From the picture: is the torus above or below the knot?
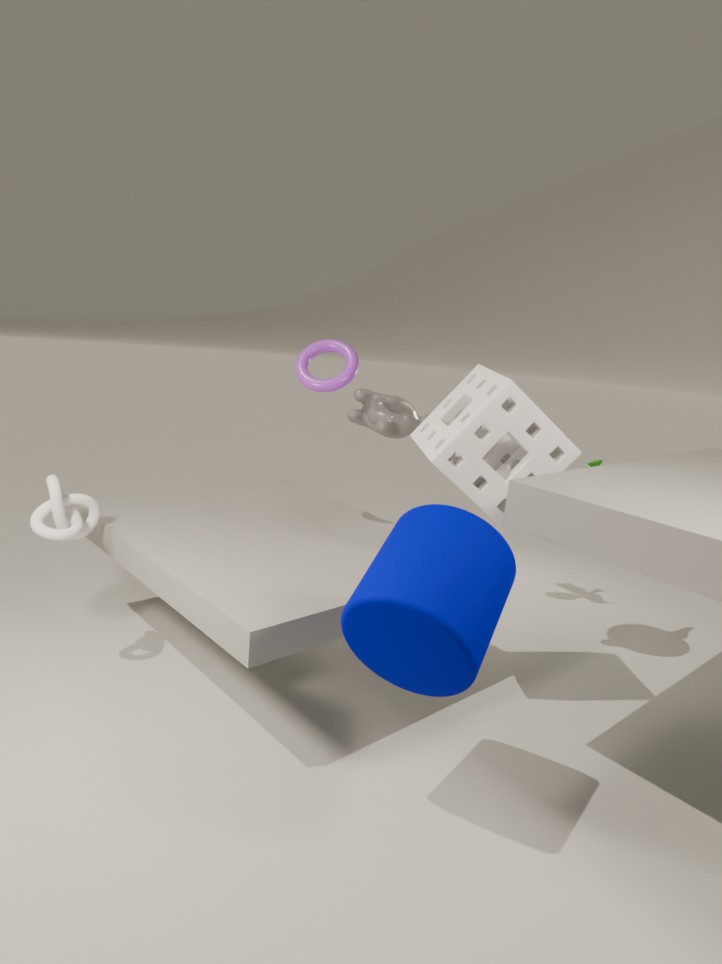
above
